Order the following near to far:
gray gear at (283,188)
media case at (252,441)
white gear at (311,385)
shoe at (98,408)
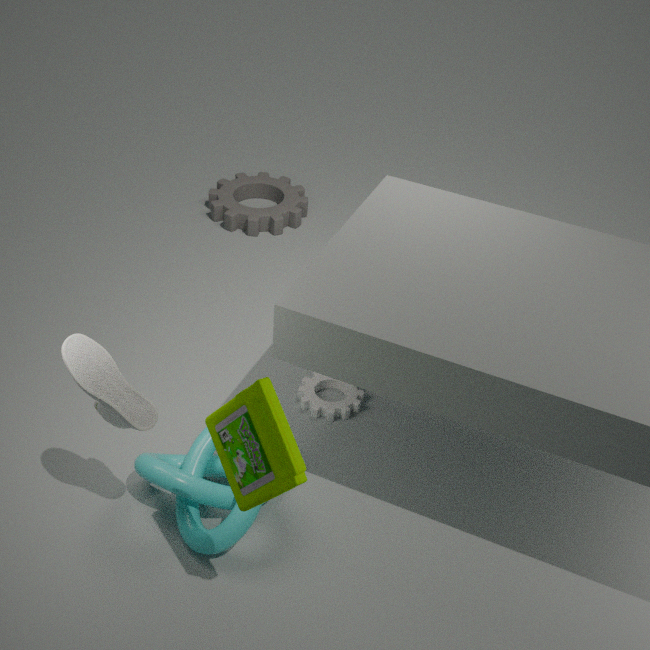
media case at (252,441) < shoe at (98,408) < white gear at (311,385) < gray gear at (283,188)
